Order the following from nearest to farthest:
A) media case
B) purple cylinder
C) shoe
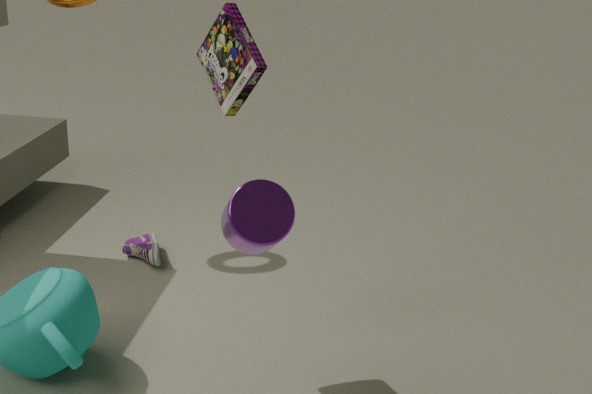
media case, purple cylinder, shoe
